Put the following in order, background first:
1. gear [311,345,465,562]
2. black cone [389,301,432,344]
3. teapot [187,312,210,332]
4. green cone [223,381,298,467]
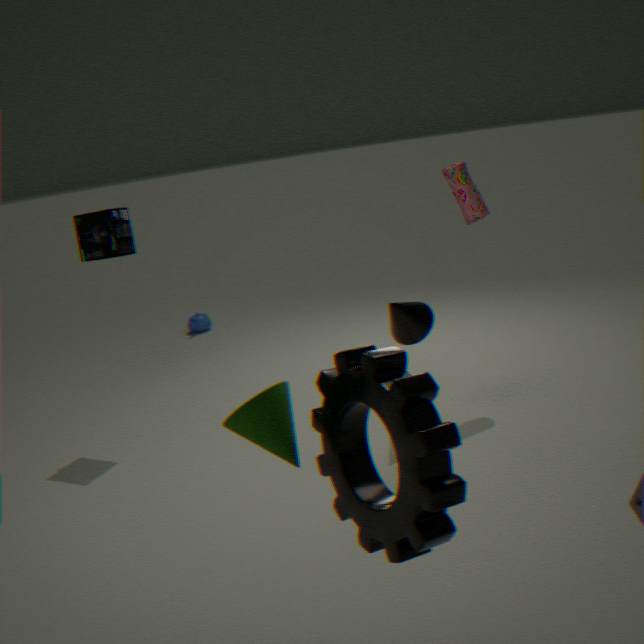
1. teapot [187,312,210,332]
2. black cone [389,301,432,344]
3. green cone [223,381,298,467]
4. gear [311,345,465,562]
